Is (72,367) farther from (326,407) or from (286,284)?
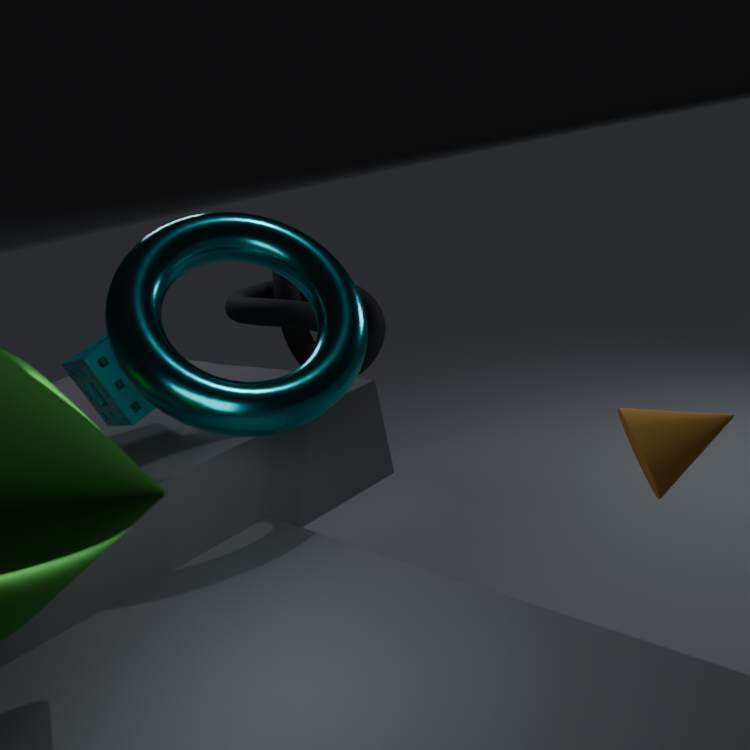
(286,284)
